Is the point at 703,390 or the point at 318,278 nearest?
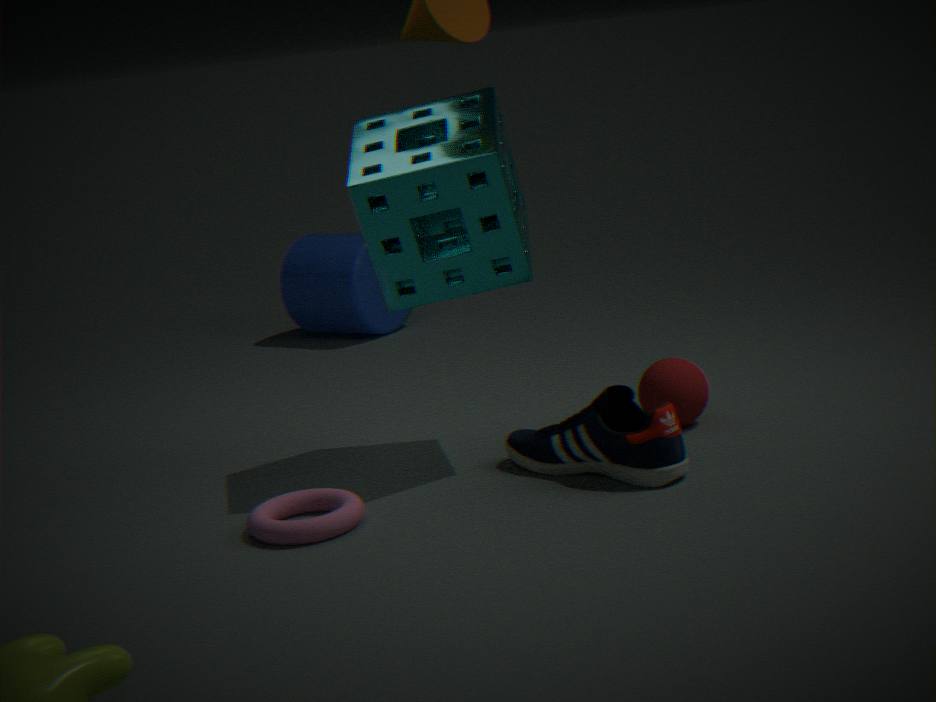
the point at 703,390
